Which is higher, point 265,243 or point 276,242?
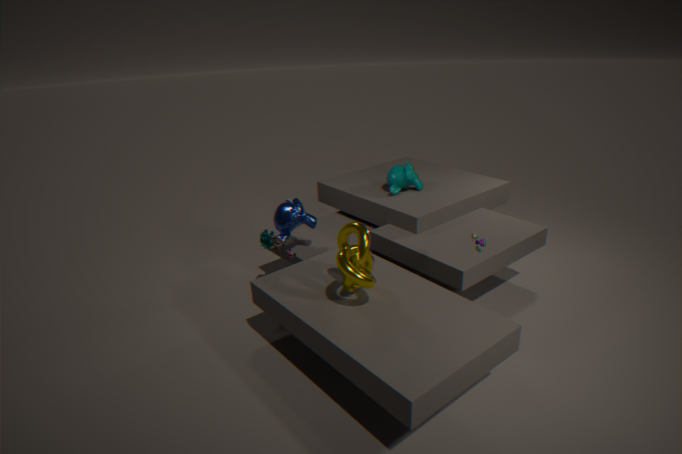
point 276,242
